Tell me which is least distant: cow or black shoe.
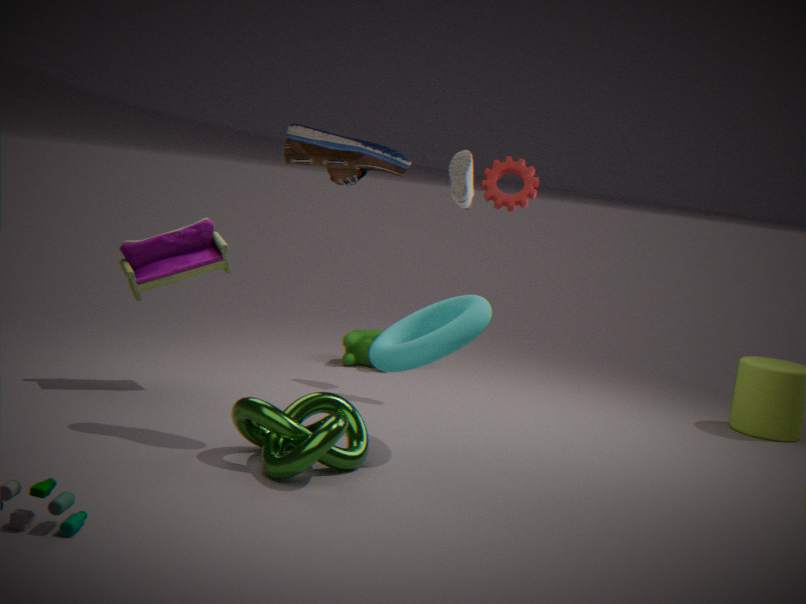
black shoe
